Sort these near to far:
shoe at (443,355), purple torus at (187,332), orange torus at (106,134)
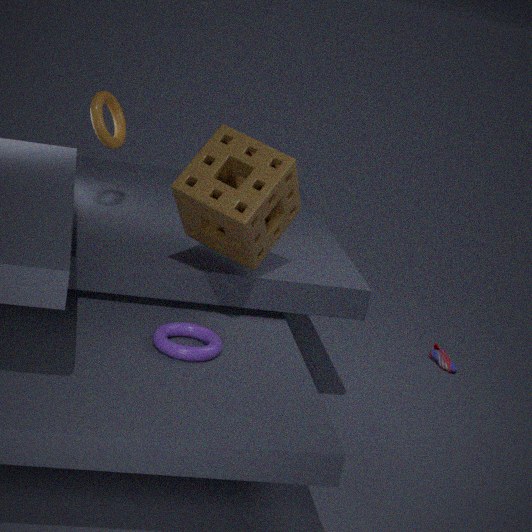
purple torus at (187,332)
orange torus at (106,134)
shoe at (443,355)
